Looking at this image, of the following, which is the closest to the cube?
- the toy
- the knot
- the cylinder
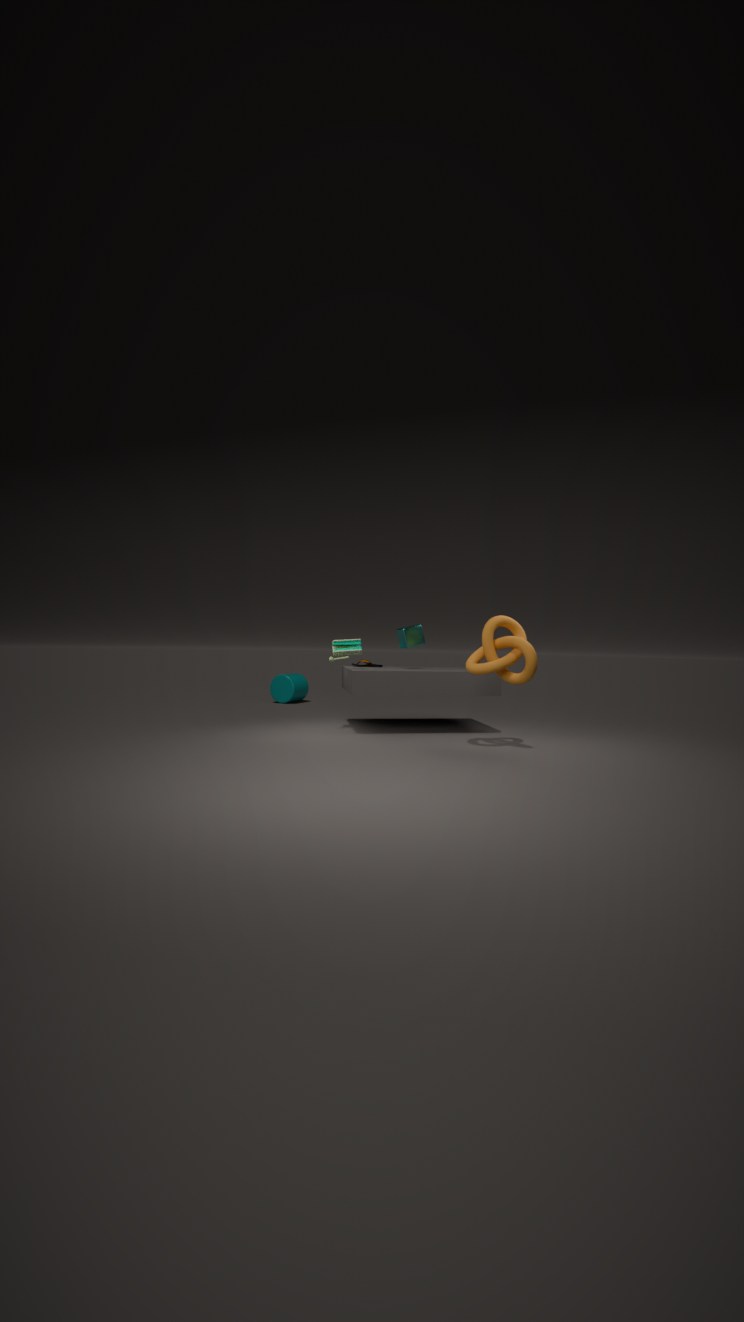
the toy
